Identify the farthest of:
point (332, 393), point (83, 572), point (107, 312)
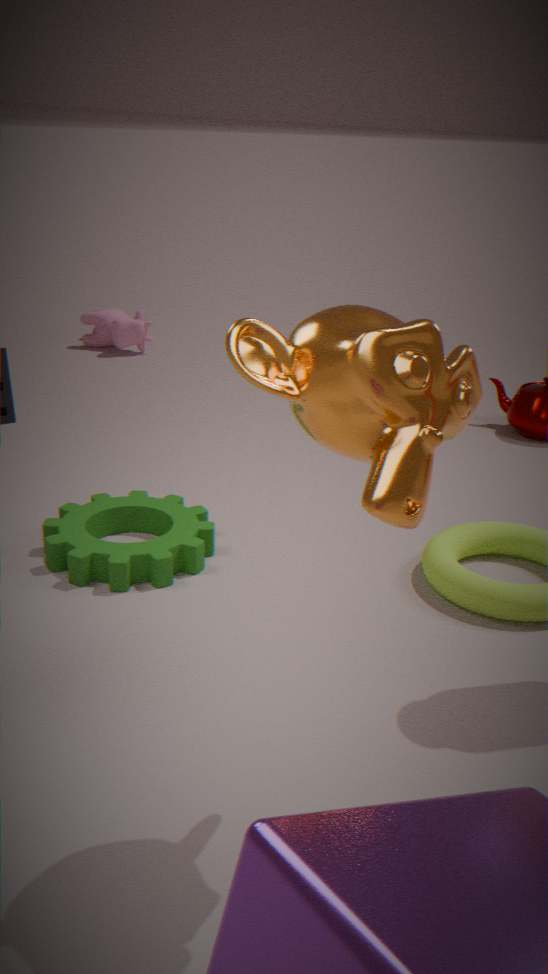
point (107, 312)
